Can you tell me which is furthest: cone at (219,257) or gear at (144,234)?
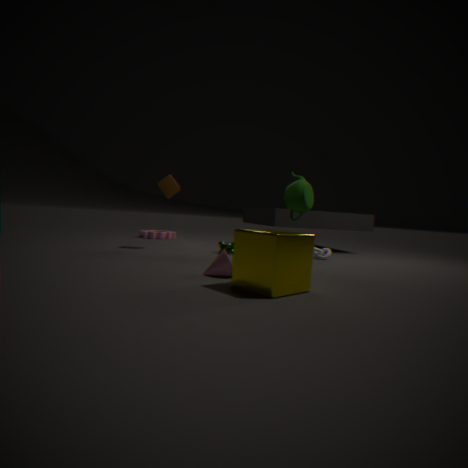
gear at (144,234)
